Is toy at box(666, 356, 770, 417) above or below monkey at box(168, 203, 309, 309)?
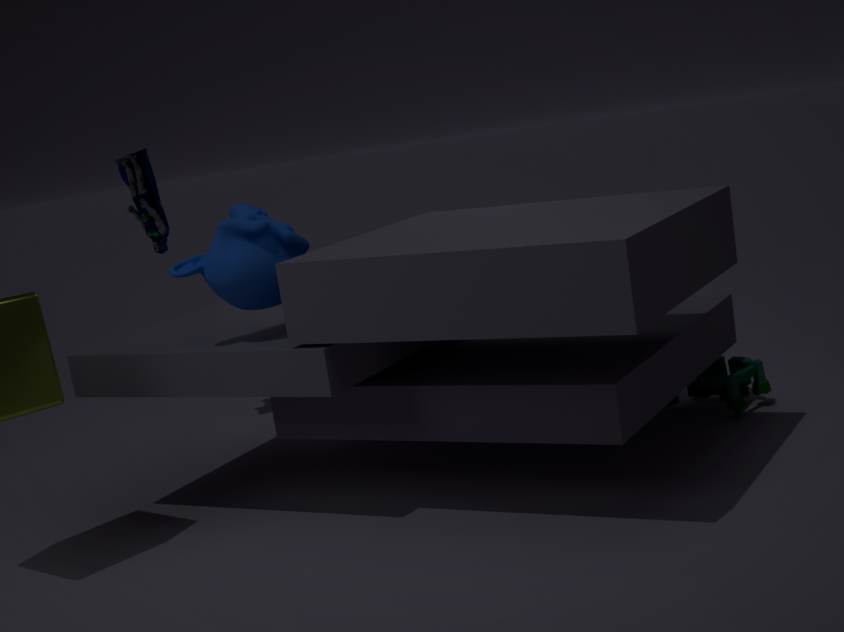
below
